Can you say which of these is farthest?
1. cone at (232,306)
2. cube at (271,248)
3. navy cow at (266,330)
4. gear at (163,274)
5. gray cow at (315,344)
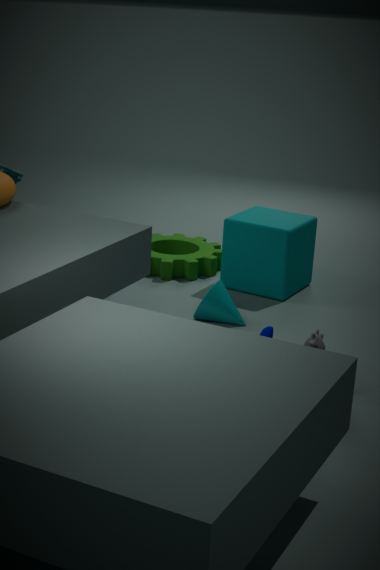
gear at (163,274)
